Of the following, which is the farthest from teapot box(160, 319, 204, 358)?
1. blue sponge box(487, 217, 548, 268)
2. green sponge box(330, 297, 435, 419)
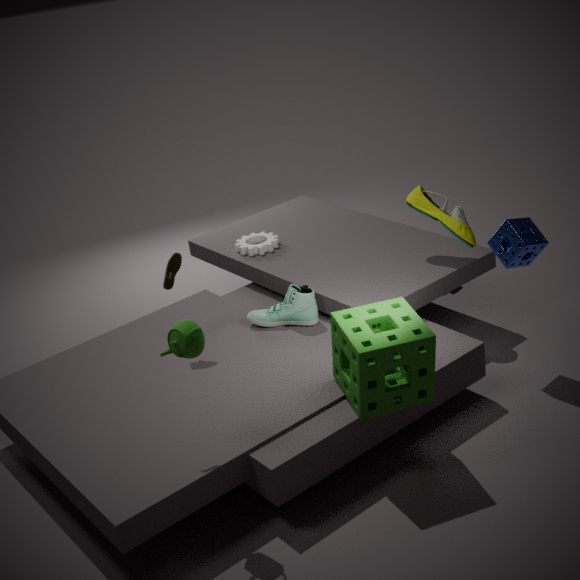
blue sponge box(487, 217, 548, 268)
